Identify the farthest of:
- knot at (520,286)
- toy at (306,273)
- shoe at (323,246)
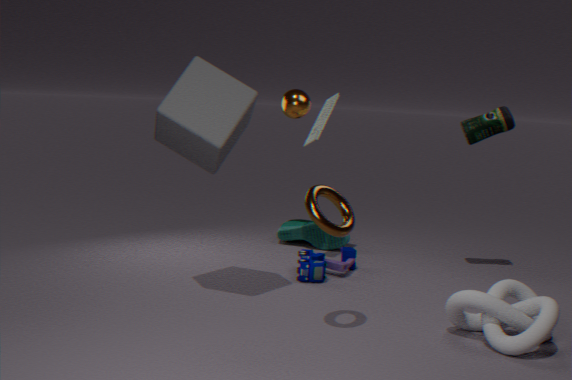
shoe at (323,246)
